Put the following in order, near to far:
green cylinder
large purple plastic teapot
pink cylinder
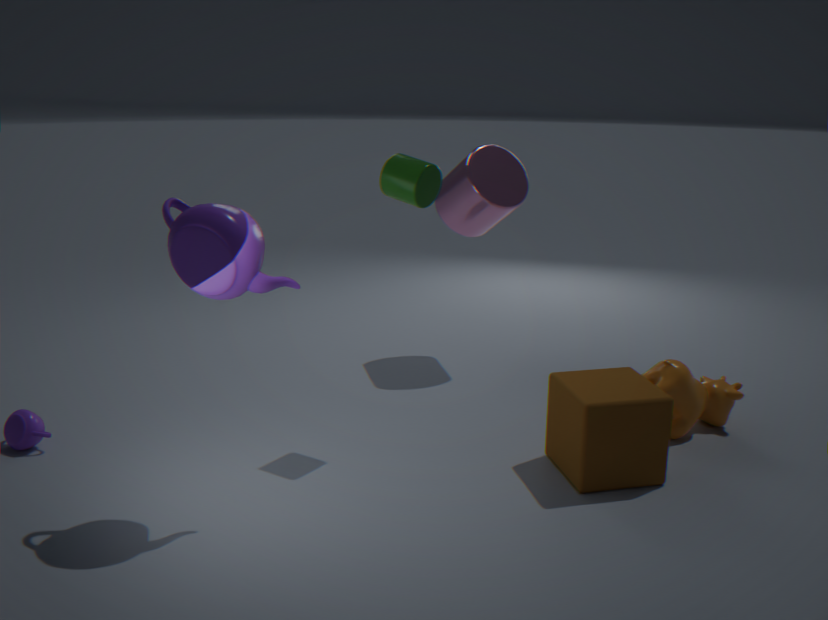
1. large purple plastic teapot
2. green cylinder
3. pink cylinder
